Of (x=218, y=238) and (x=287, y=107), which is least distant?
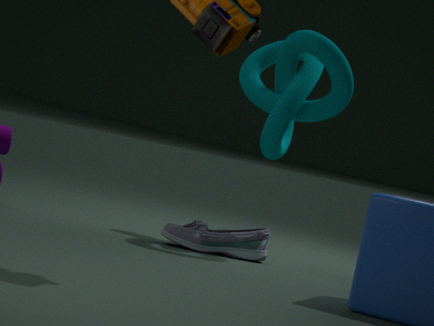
(x=287, y=107)
